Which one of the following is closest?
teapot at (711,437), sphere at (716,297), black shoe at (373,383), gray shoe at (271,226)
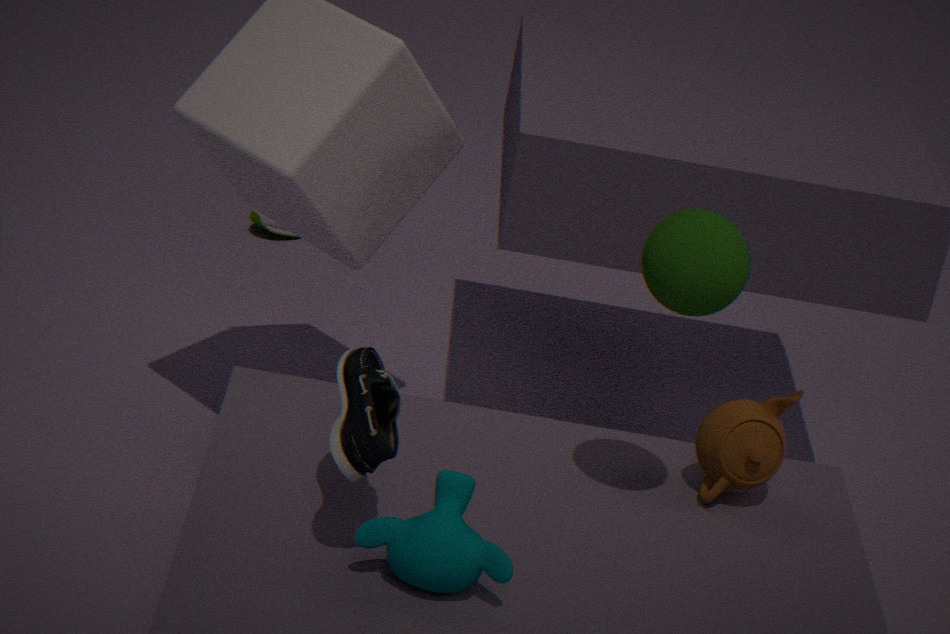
black shoe at (373,383)
